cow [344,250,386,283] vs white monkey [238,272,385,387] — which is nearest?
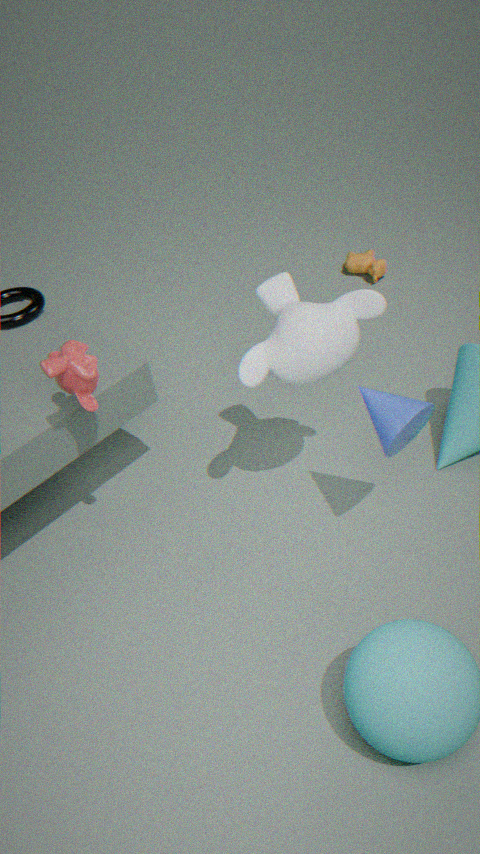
white monkey [238,272,385,387]
